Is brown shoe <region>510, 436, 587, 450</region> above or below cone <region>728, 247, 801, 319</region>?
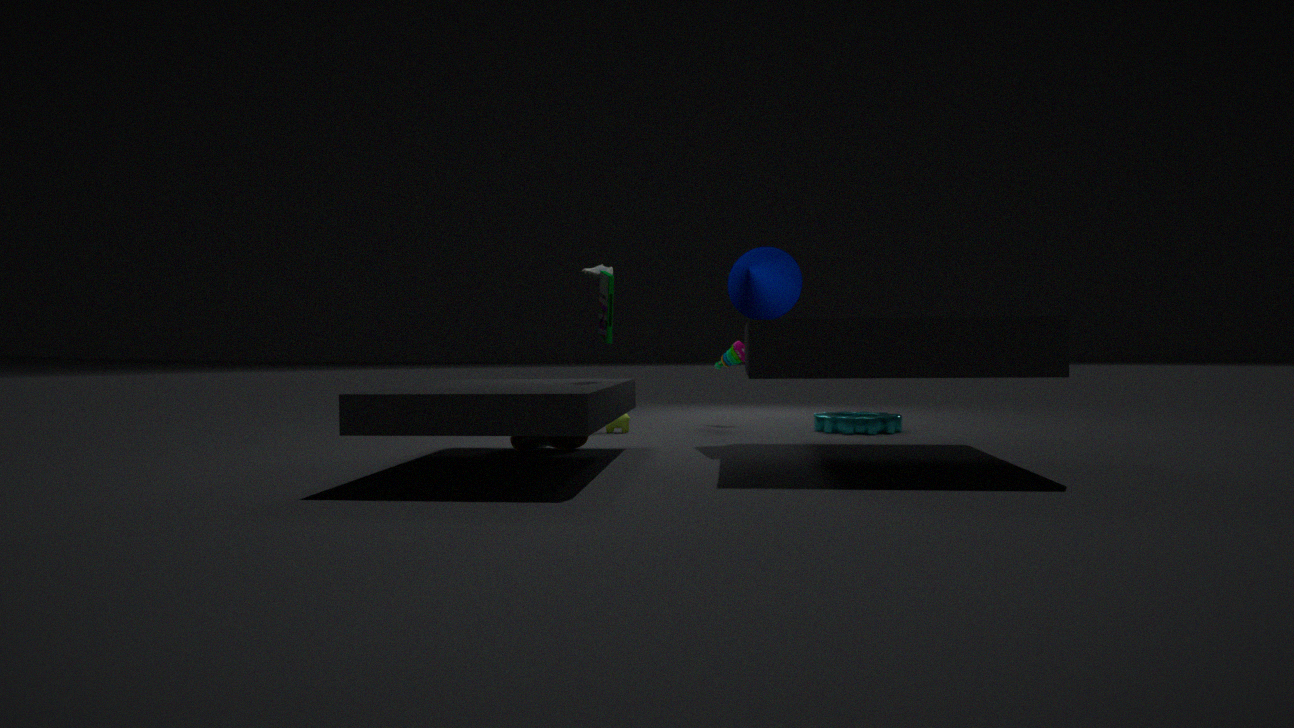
below
